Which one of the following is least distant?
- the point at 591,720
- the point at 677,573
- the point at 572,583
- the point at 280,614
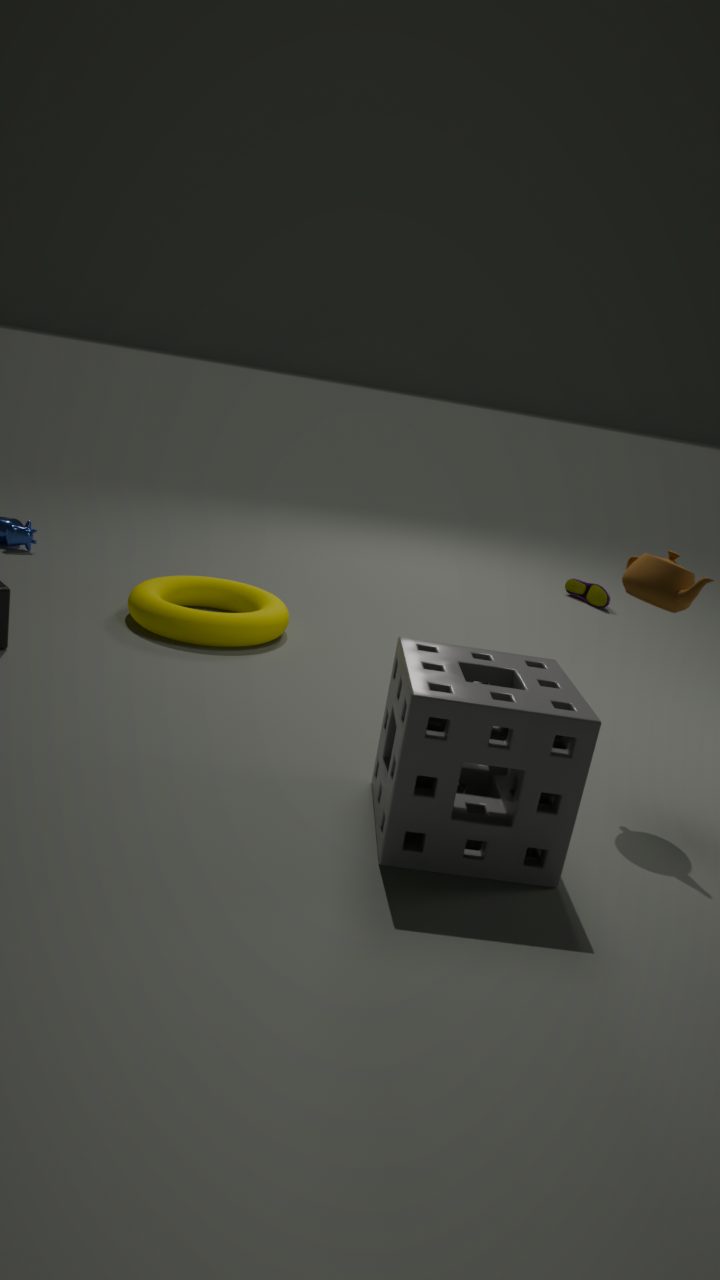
the point at 591,720
